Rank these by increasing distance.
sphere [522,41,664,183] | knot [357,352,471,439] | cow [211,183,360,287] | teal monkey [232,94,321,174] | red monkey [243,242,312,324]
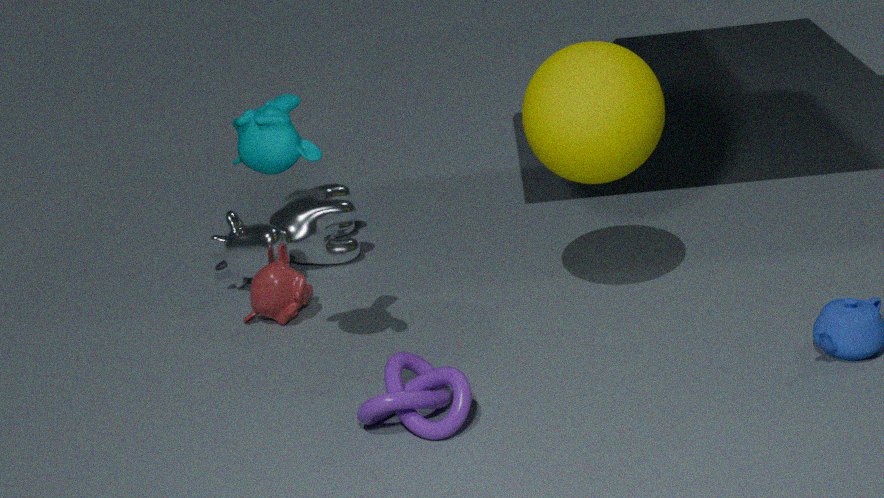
teal monkey [232,94,321,174] → knot [357,352,471,439] → sphere [522,41,664,183] → red monkey [243,242,312,324] → cow [211,183,360,287]
